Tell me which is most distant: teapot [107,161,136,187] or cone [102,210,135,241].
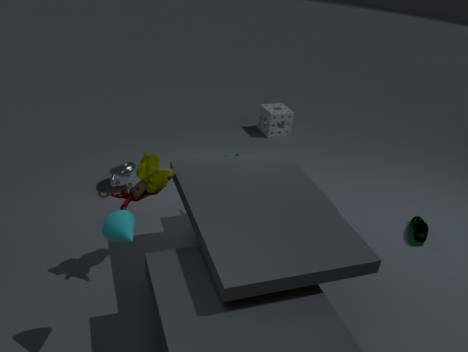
teapot [107,161,136,187]
